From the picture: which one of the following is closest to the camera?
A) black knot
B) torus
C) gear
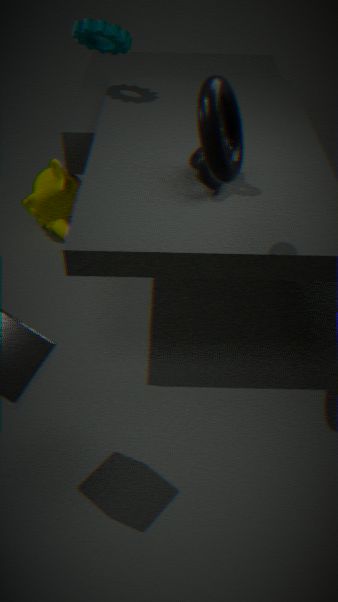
B. torus
